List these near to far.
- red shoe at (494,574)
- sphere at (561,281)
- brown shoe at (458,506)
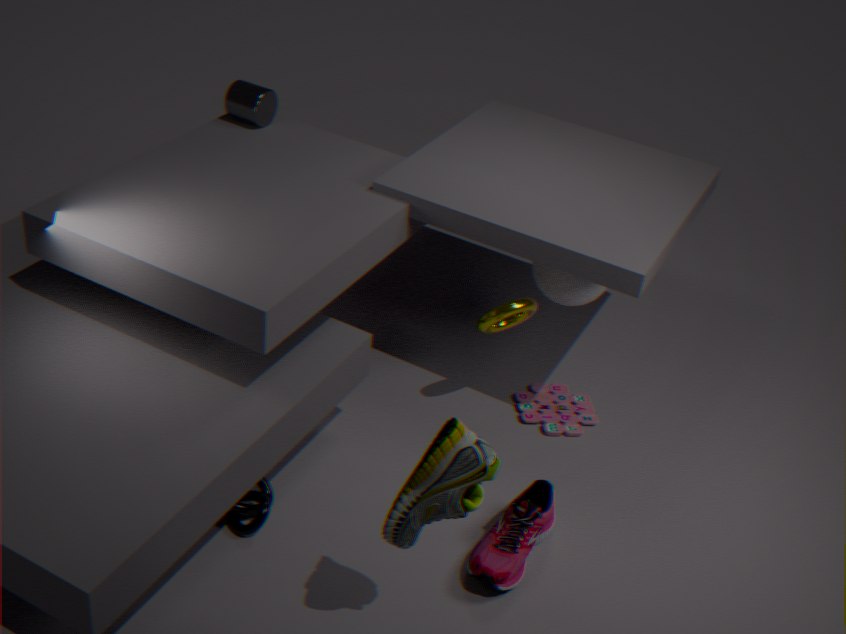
brown shoe at (458,506) → red shoe at (494,574) → sphere at (561,281)
